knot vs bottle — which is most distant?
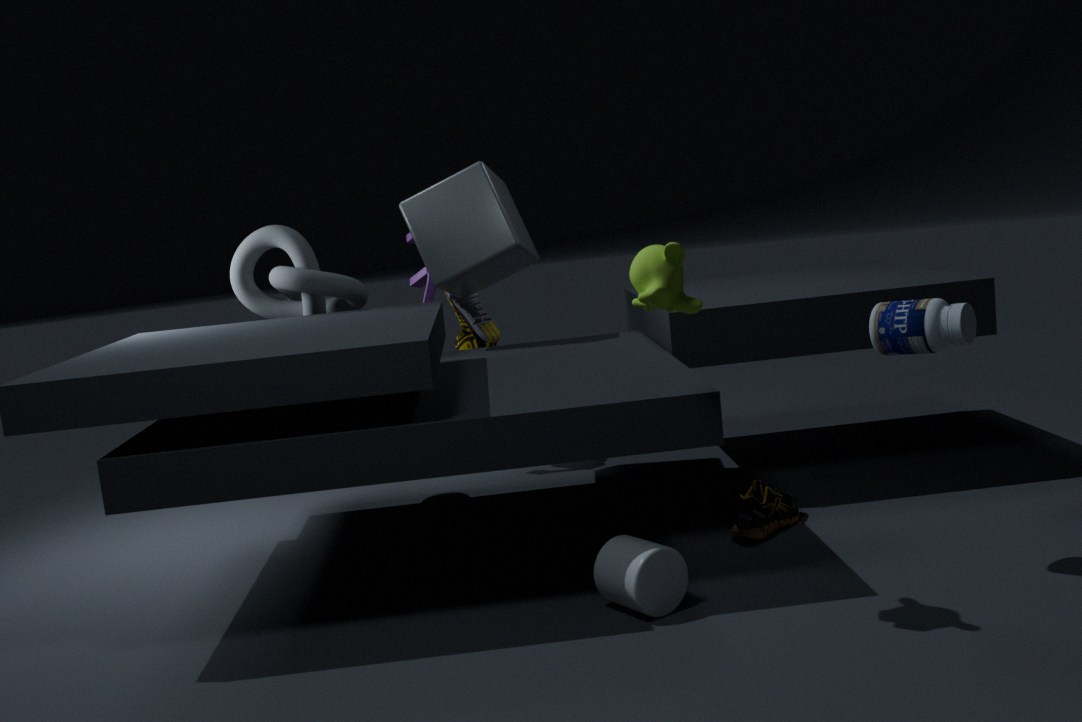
knot
